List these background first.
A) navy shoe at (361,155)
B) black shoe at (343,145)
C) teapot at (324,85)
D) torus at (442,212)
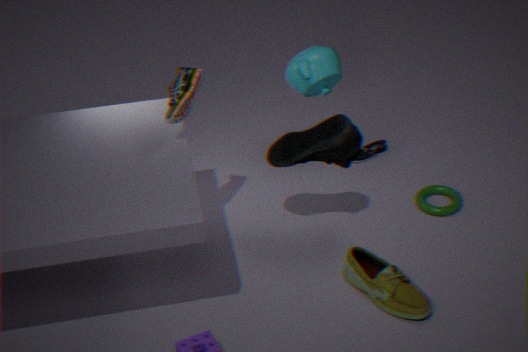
navy shoe at (361,155) → torus at (442,212) → teapot at (324,85) → black shoe at (343,145)
